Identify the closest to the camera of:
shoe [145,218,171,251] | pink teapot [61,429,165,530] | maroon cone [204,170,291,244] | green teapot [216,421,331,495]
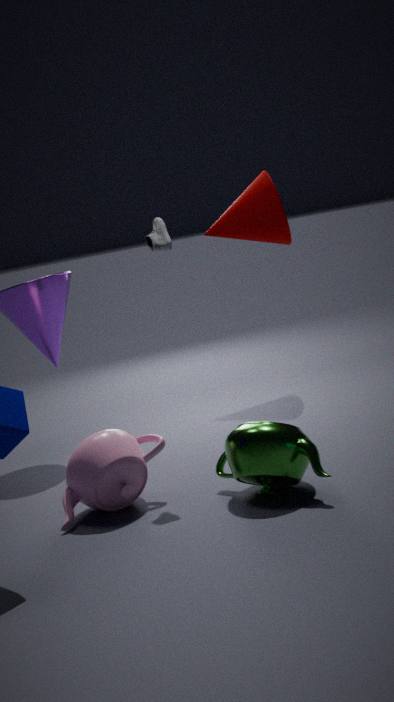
green teapot [216,421,331,495]
